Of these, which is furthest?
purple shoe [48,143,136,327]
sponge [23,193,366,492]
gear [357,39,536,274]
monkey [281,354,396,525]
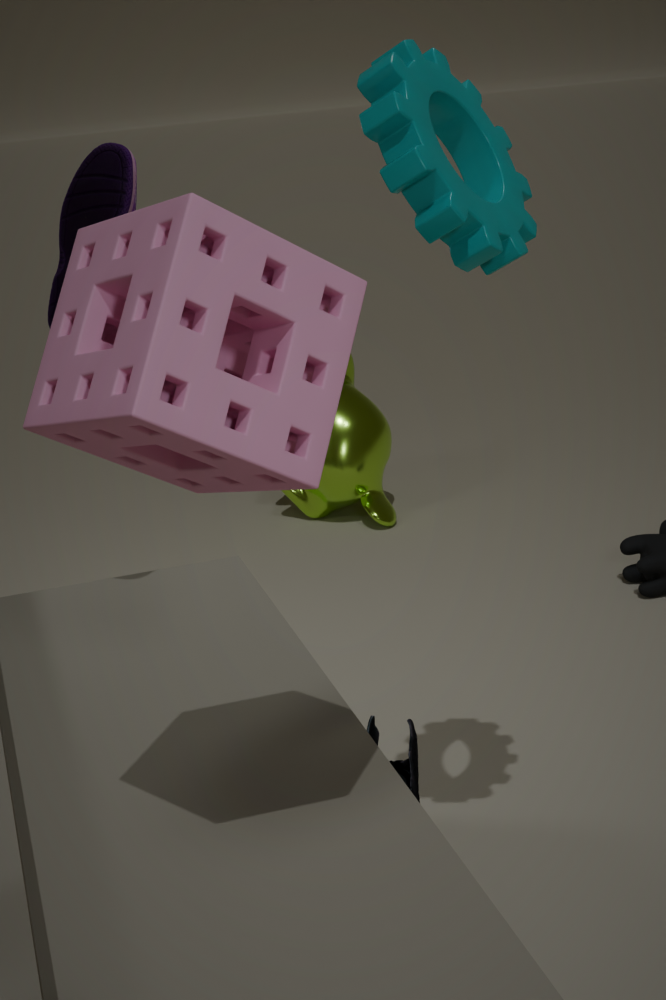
monkey [281,354,396,525]
